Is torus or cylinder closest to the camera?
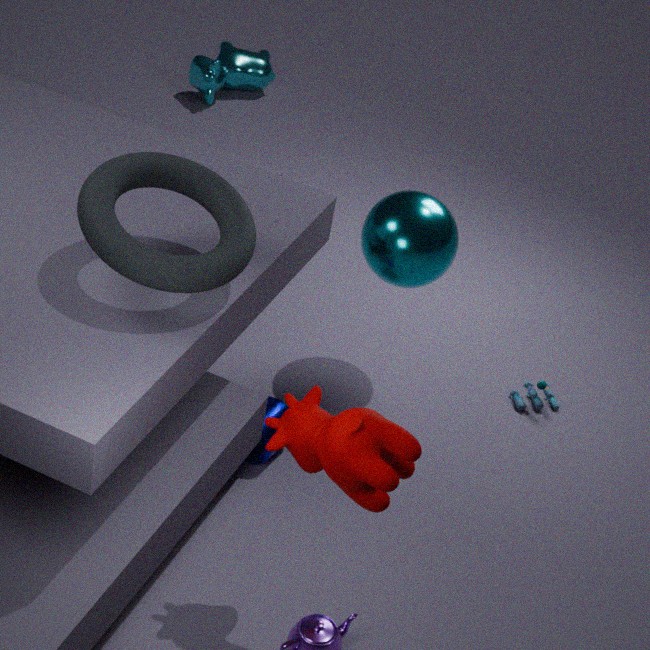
torus
